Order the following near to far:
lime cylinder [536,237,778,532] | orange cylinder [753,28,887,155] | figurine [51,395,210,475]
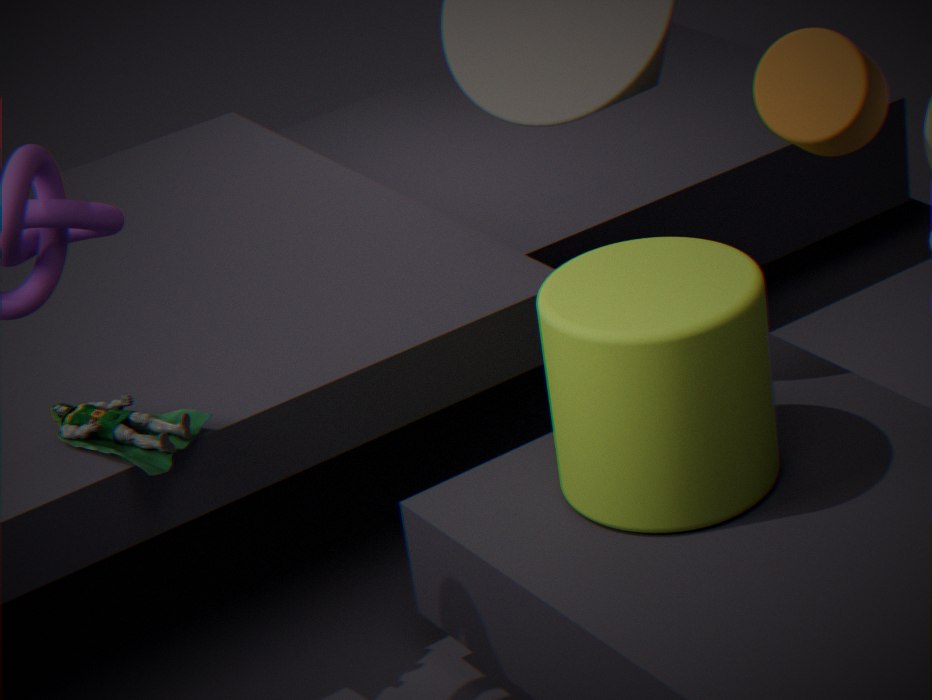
1. lime cylinder [536,237,778,532]
2. orange cylinder [753,28,887,155]
3. figurine [51,395,210,475]
